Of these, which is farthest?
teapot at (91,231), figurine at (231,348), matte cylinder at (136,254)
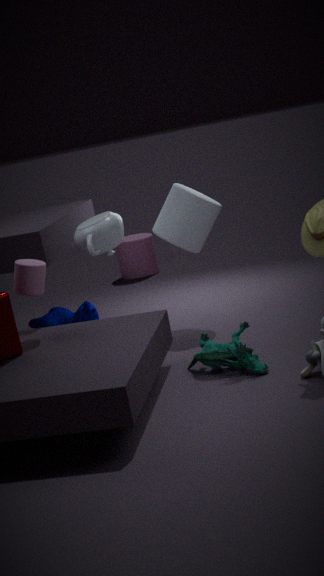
matte cylinder at (136,254)
